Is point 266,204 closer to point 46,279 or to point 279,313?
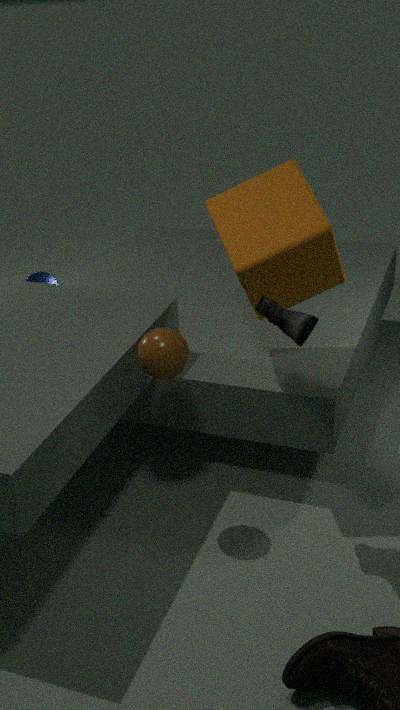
point 279,313
